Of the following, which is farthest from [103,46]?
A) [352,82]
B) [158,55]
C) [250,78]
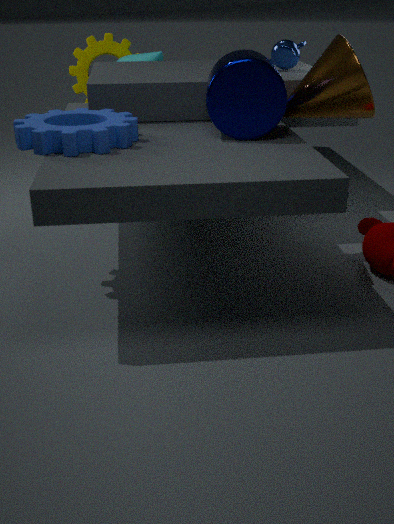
[352,82]
